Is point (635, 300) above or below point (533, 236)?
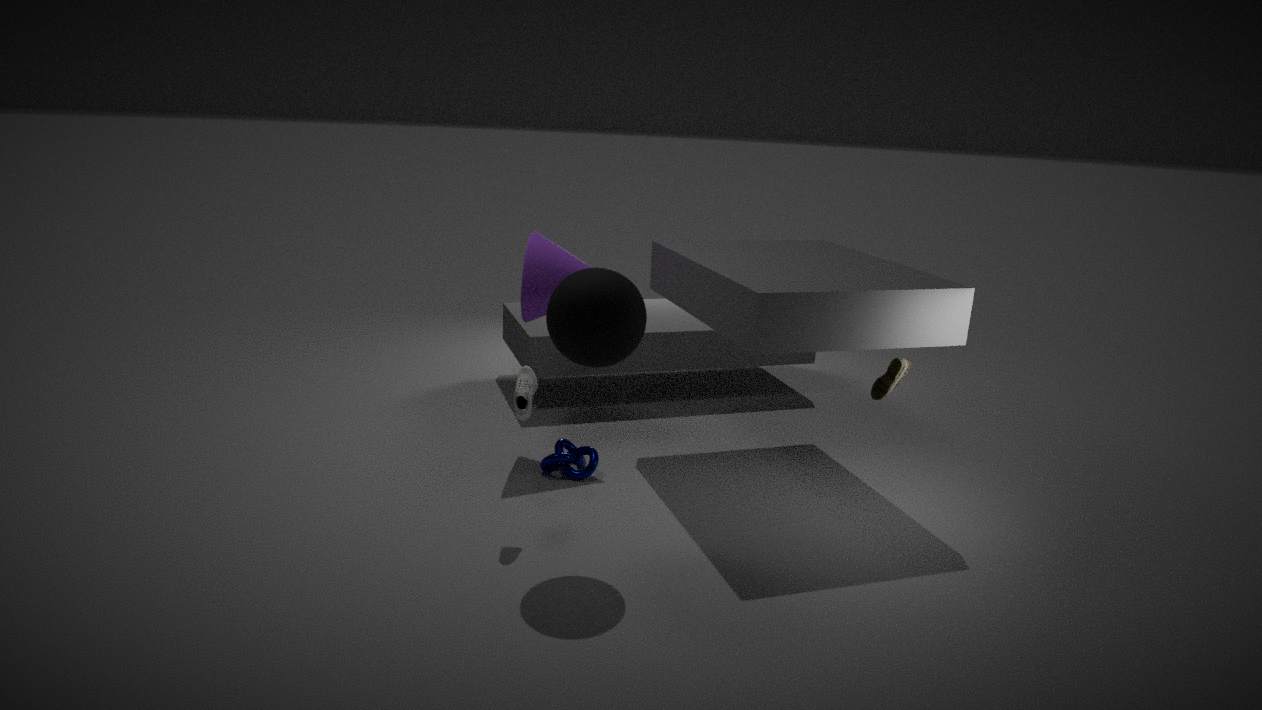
above
